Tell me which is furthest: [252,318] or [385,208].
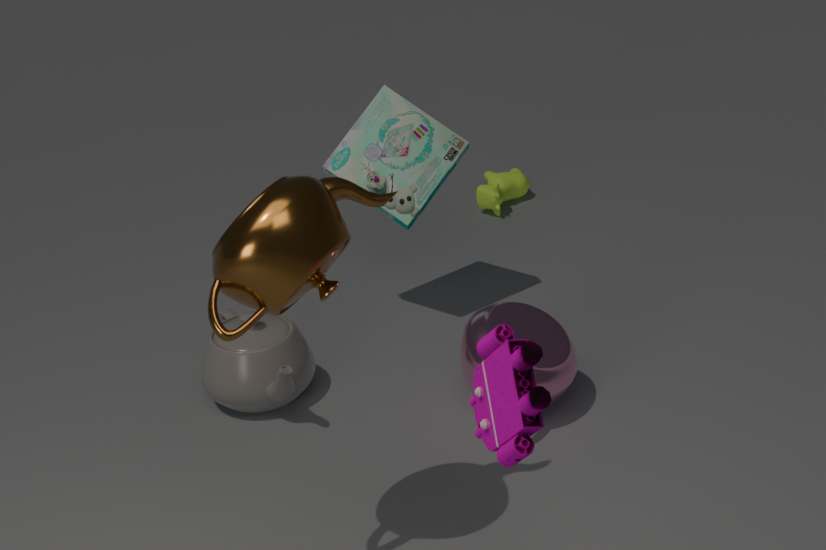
[385,208]
